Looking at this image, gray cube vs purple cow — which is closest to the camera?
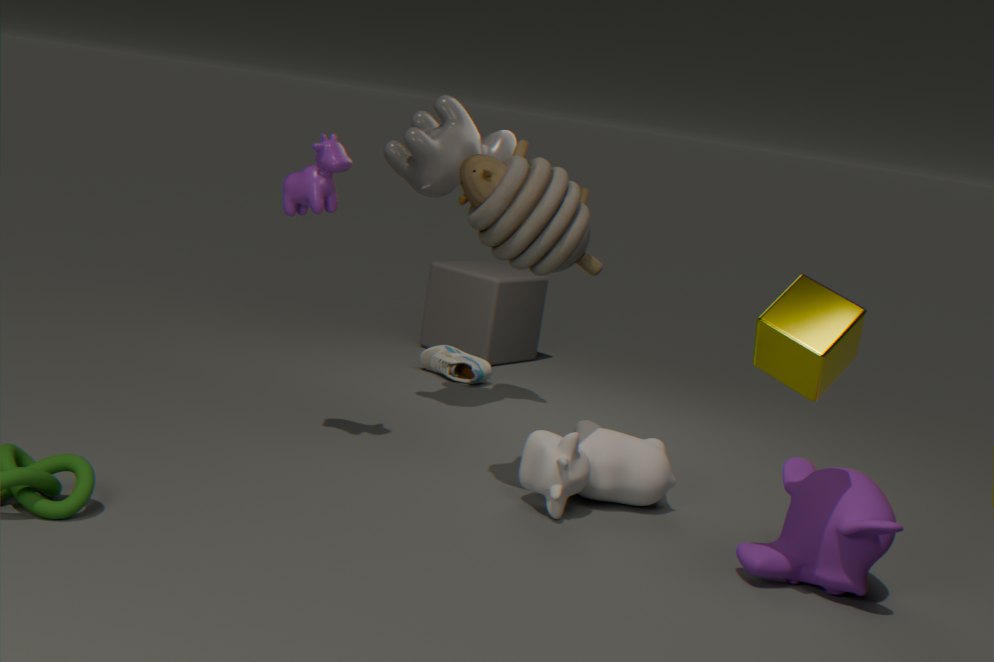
purple cow
